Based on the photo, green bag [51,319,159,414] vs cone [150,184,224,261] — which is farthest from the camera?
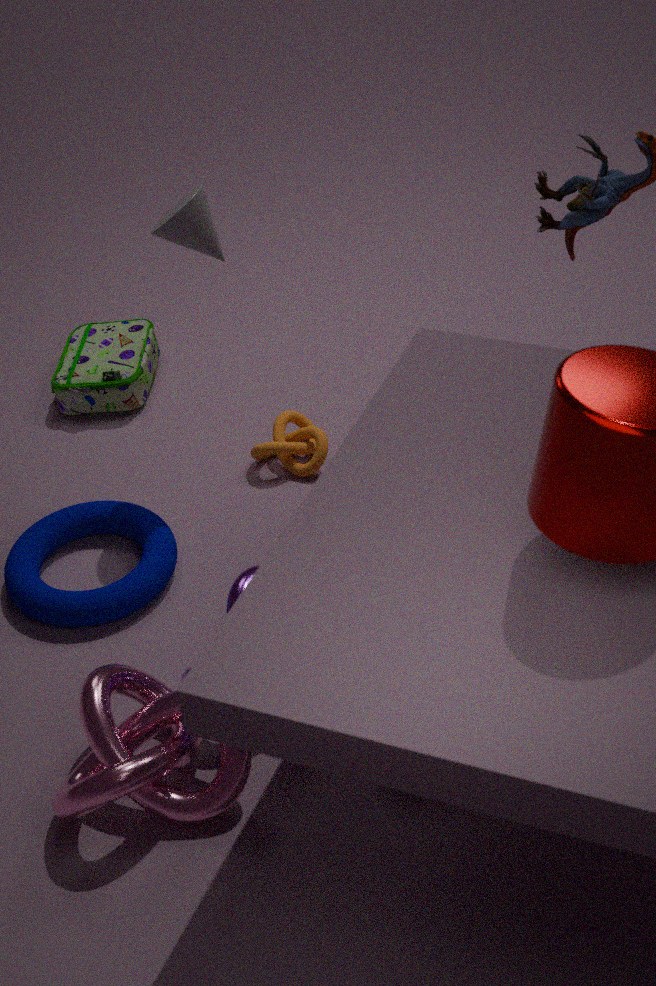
green bag [51,319,159,414]
